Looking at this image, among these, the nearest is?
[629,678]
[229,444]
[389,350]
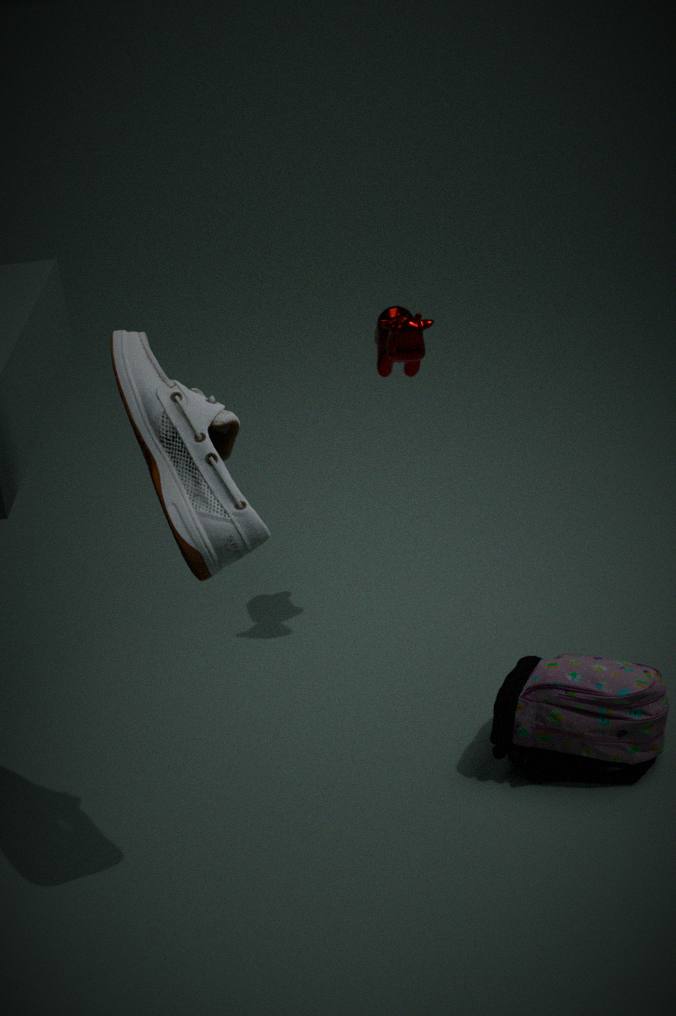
[229,444]
